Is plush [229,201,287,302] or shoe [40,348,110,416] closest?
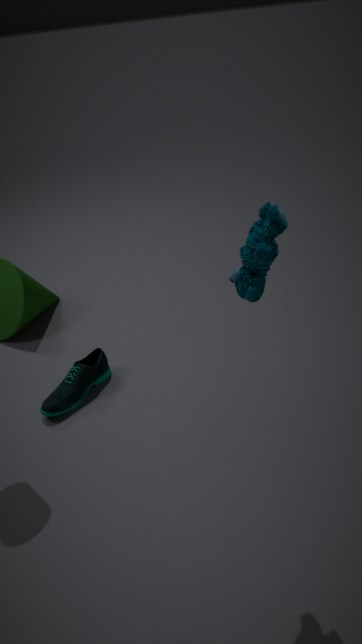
plush [229,201,287,302]
